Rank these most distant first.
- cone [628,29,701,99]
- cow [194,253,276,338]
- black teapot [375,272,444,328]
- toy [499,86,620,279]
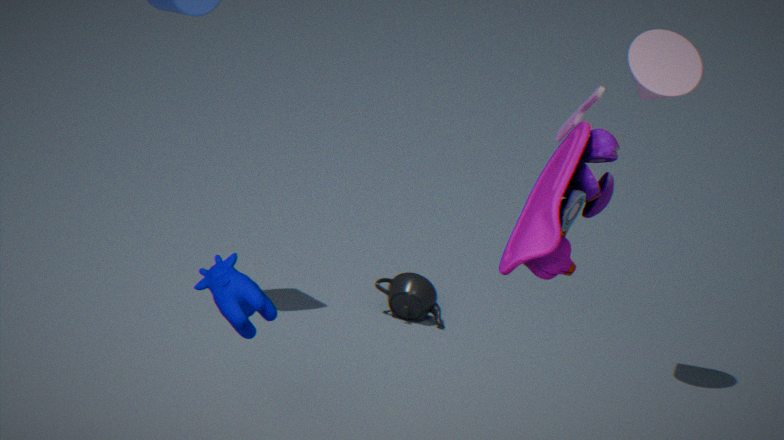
1. black teapot [375,272,444,328]
2. cone [628,29,701,99]
3. cow [194,253,276,338]
4. toy [499,86,620,279]
